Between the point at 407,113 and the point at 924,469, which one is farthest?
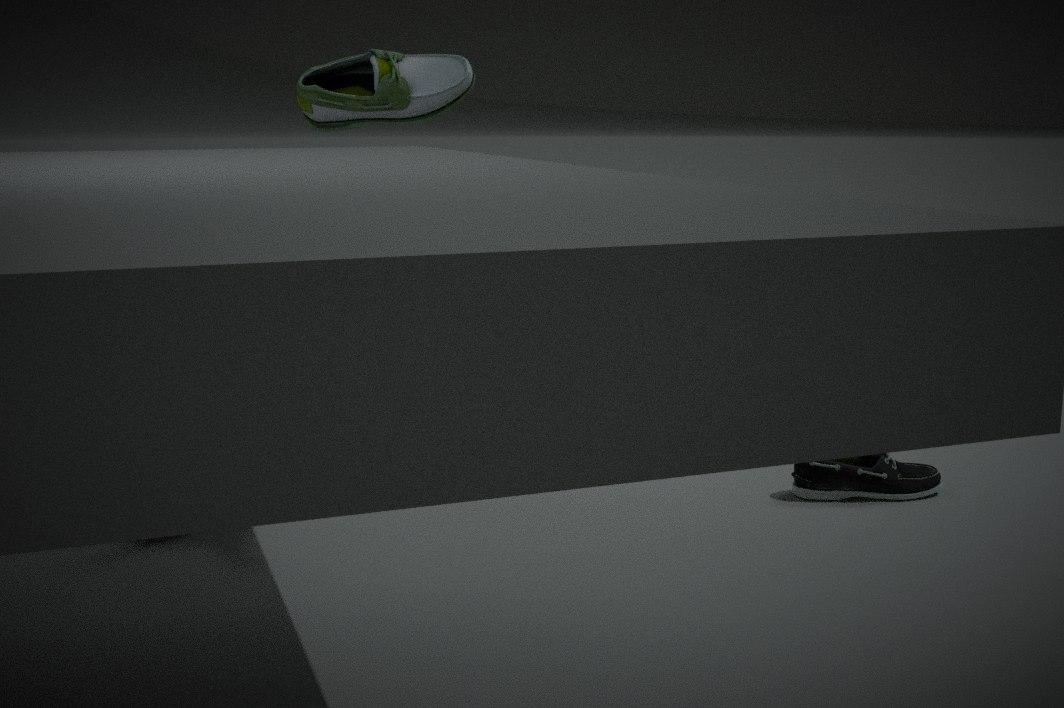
the point at 407,113
